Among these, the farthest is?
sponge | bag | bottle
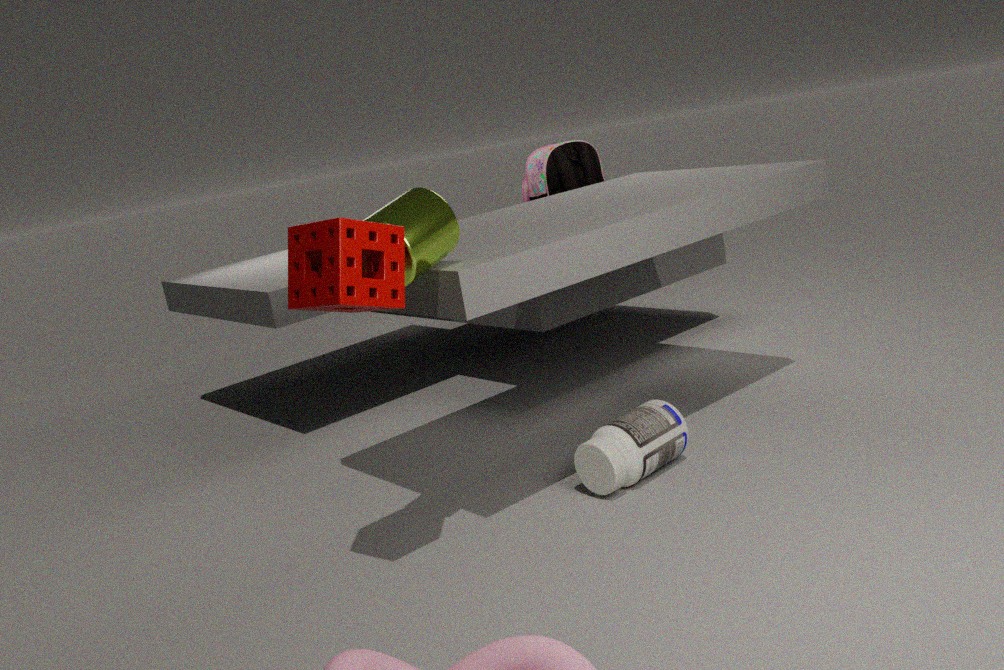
bag
